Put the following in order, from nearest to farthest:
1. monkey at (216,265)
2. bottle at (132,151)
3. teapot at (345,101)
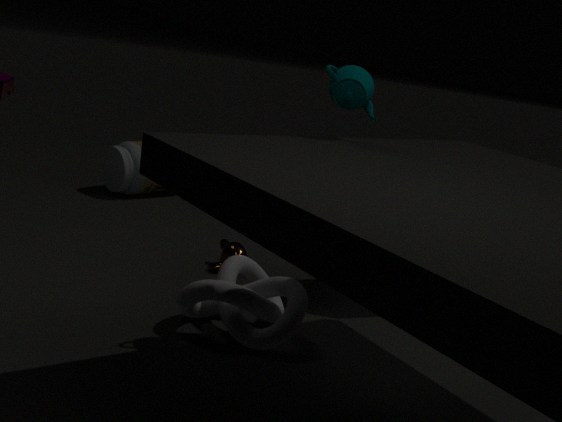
1. teapot at (345,101)
2. monkey at (216,265)
3. bottle at (132,151)
